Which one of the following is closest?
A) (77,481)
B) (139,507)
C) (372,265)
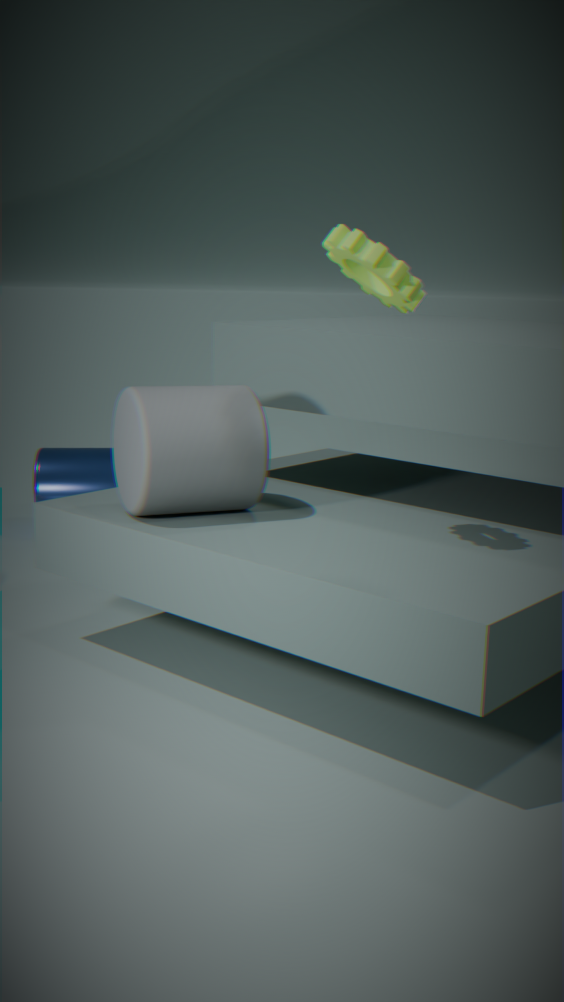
(372,265)
